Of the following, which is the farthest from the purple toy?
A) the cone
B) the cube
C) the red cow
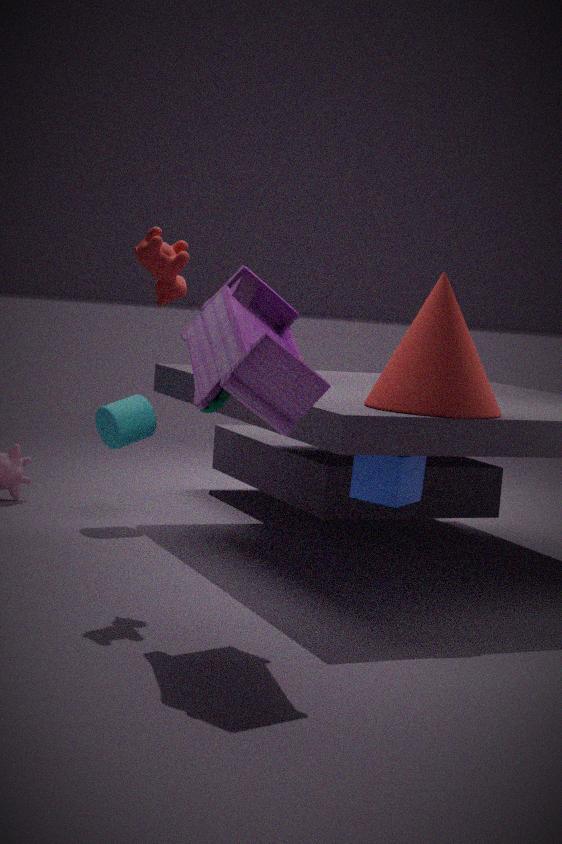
the cube
